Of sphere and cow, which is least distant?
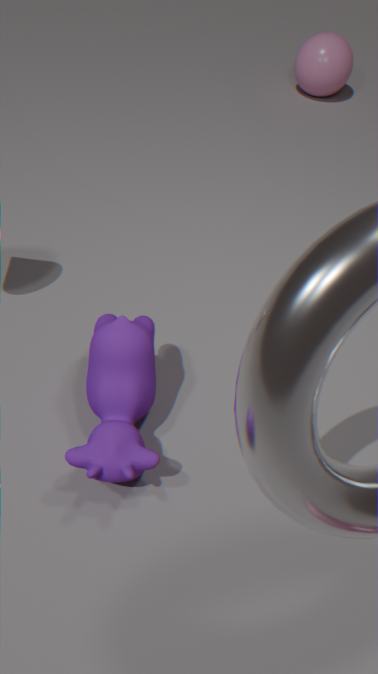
cow
